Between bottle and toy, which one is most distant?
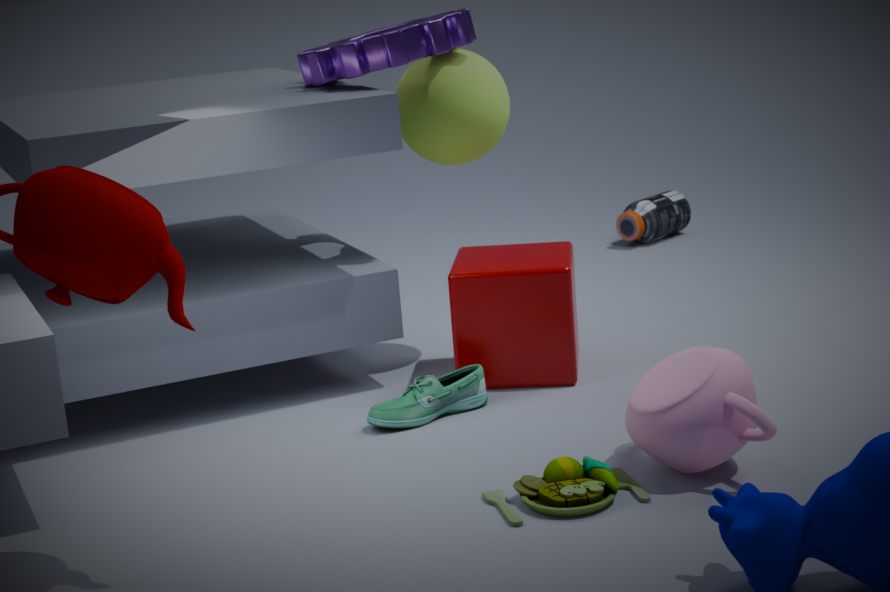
bottle
